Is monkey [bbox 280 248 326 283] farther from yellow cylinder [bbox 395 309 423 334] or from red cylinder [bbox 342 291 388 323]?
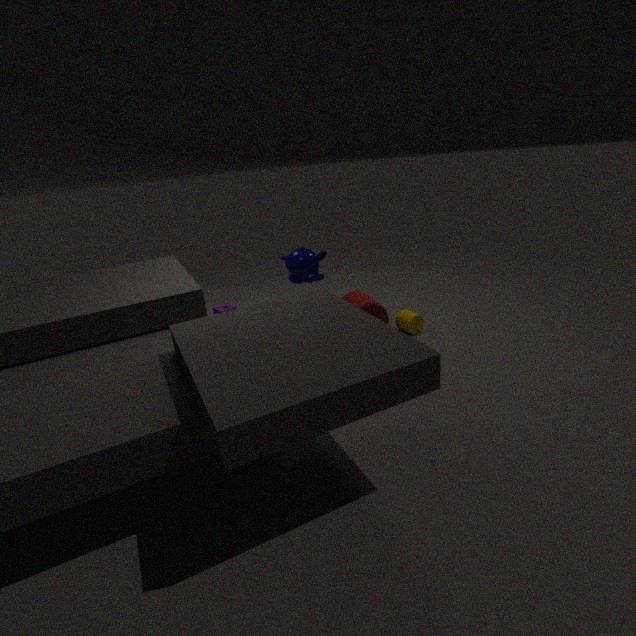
yellow cylinder [bbox 395 309 423 334]
